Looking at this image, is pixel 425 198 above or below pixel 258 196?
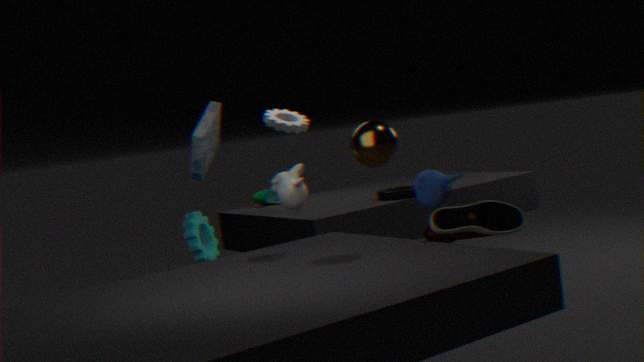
above
